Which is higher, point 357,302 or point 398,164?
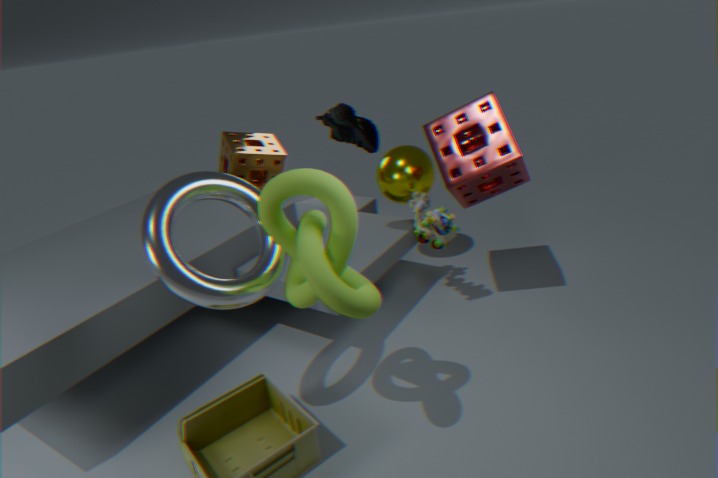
point 357,302
